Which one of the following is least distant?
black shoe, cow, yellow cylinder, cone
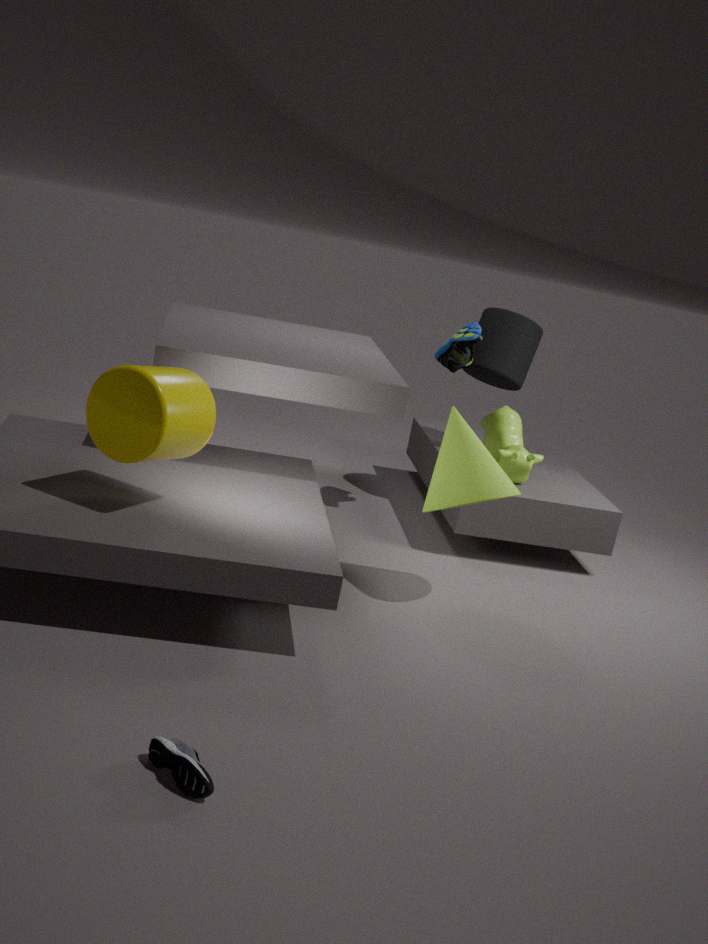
black shoe
